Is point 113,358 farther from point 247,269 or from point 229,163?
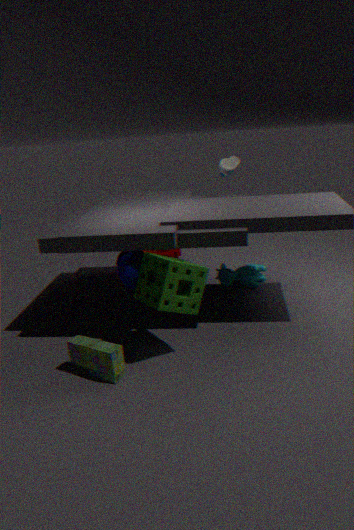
point 229,163
